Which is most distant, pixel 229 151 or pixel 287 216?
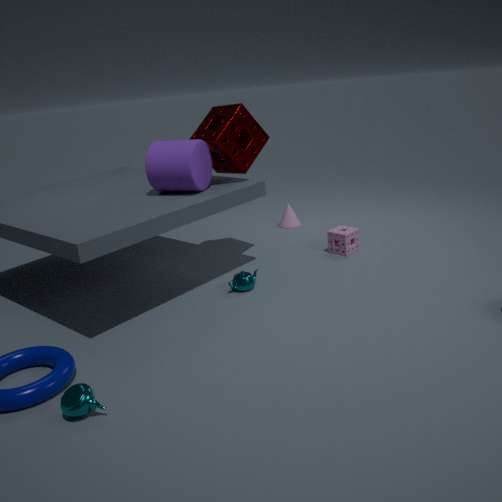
pixel 287 216
